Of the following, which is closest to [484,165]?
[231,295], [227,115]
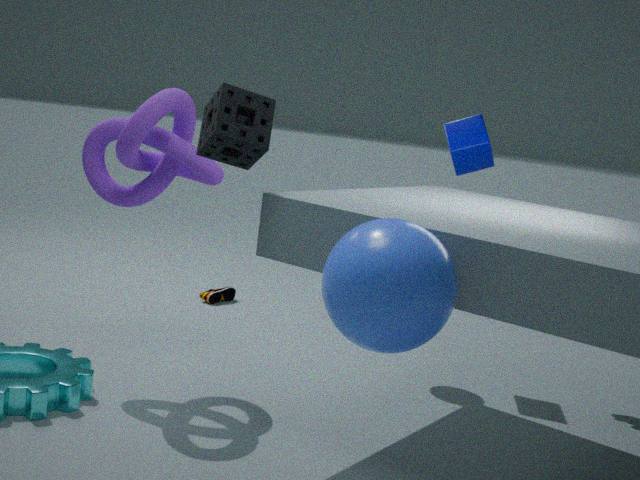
[227,115]
